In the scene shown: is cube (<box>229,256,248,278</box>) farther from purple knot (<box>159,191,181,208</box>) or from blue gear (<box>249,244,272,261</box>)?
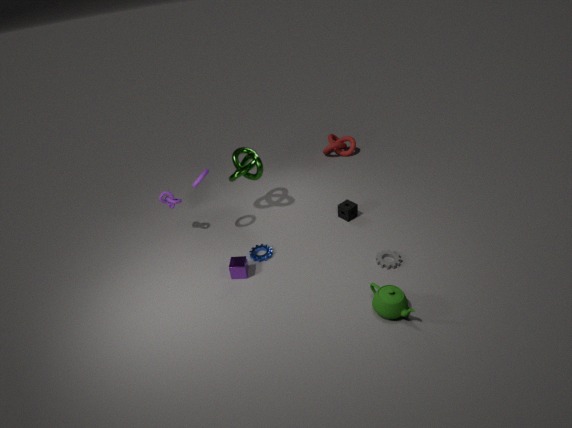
purple knot (<box>159,191,181,208</box>)
